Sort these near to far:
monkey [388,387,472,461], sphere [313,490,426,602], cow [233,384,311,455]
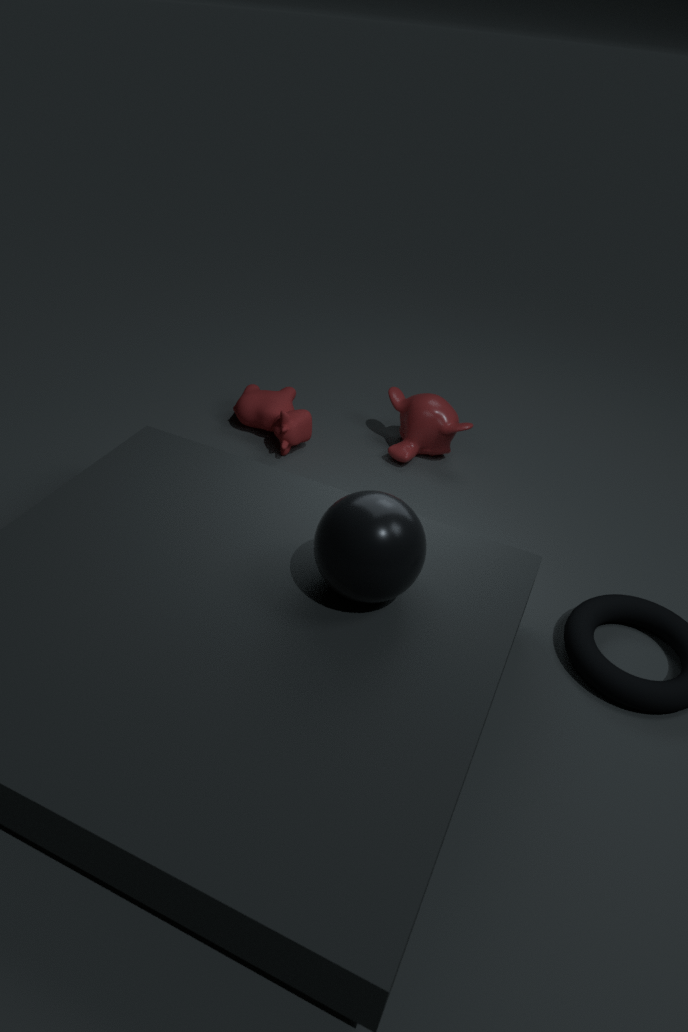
sphere [313,490,426,602], cow [233,384,311,455], monkey [388,387,472,461]
